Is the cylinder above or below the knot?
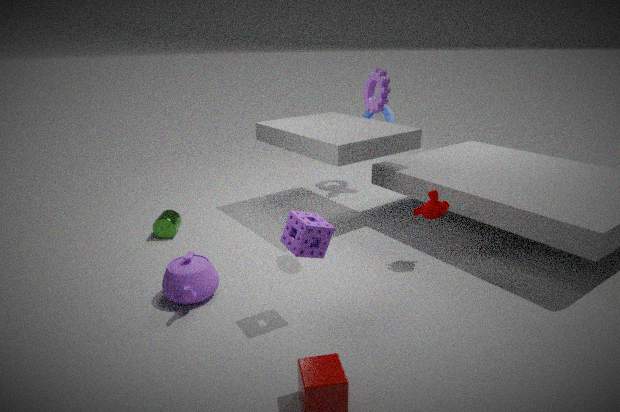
below
